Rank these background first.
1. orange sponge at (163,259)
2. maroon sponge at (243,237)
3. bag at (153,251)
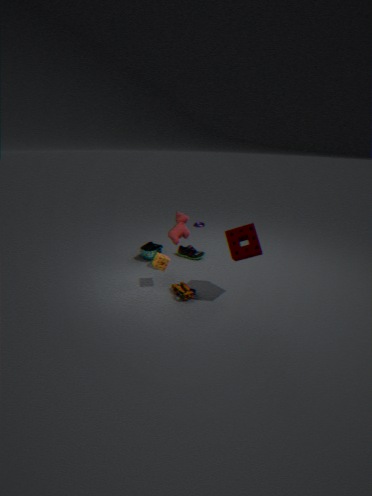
bag at (153,251) < orange sponge at (163,259) < maroon sponge at (243,237)
